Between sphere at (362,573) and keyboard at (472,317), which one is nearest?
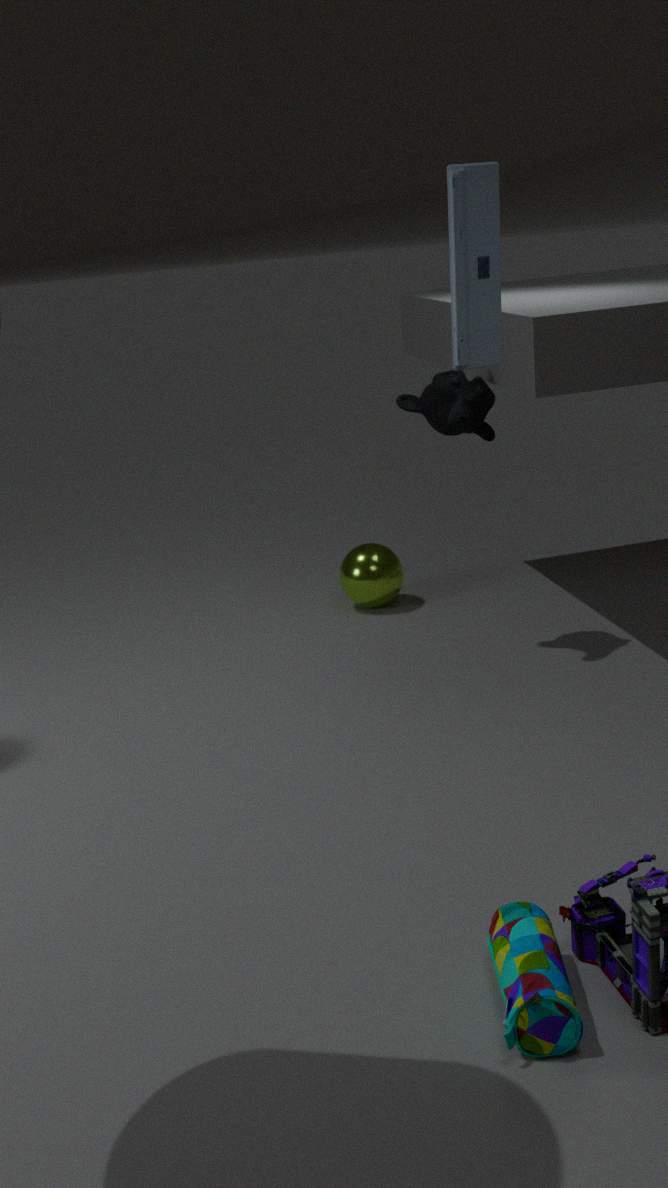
keyboard at (472,317)
